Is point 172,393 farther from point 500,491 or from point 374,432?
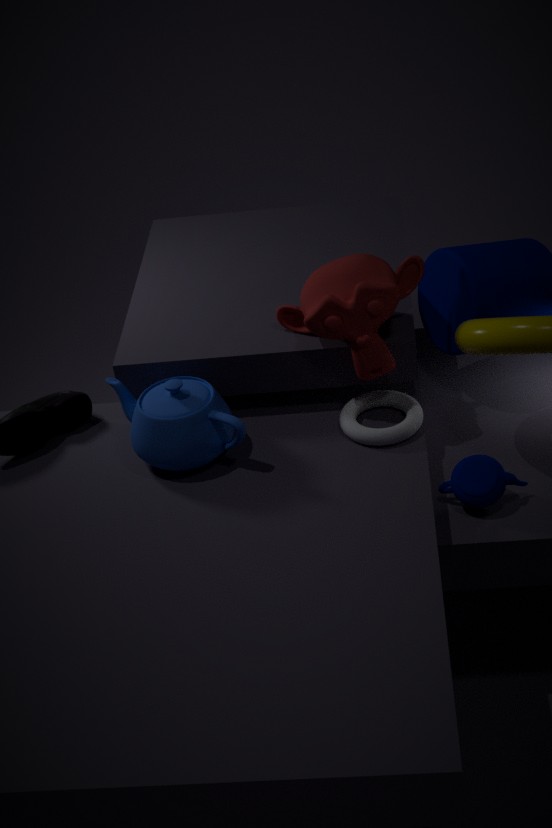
point 500,491
